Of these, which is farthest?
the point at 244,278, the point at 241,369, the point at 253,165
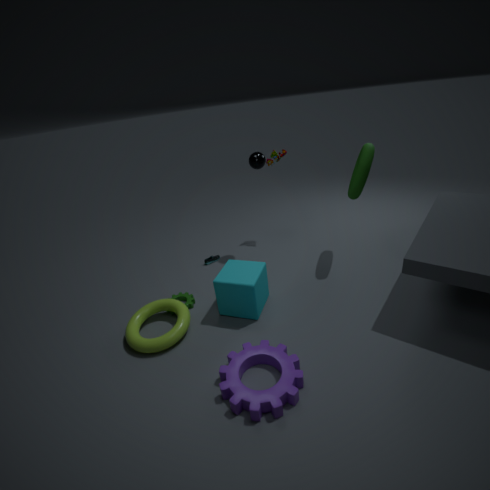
the point at 253,165
